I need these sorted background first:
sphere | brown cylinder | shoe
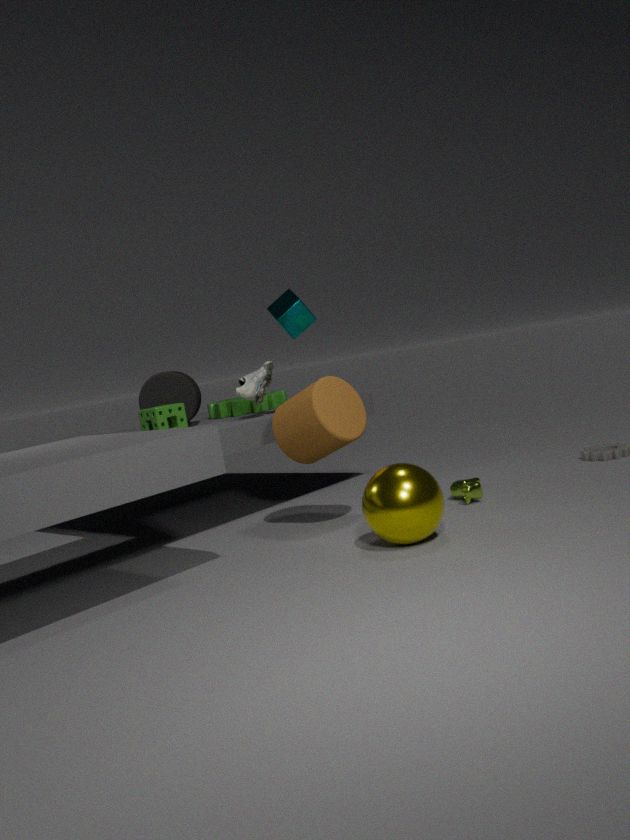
shoe, brown cylinder, sphere
